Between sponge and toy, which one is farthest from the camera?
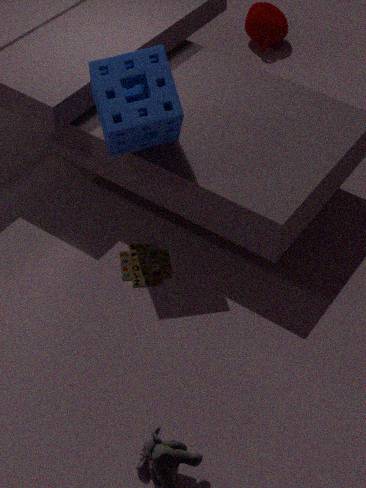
toy
